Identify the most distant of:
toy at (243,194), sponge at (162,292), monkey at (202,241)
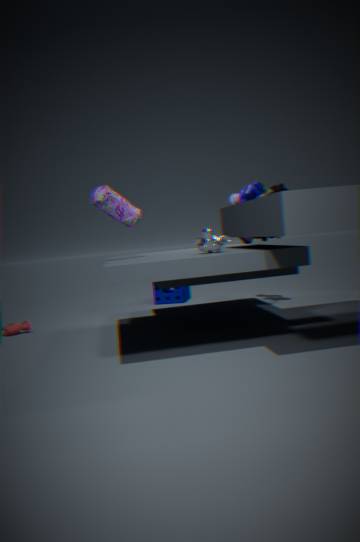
sponge at (162,292)
